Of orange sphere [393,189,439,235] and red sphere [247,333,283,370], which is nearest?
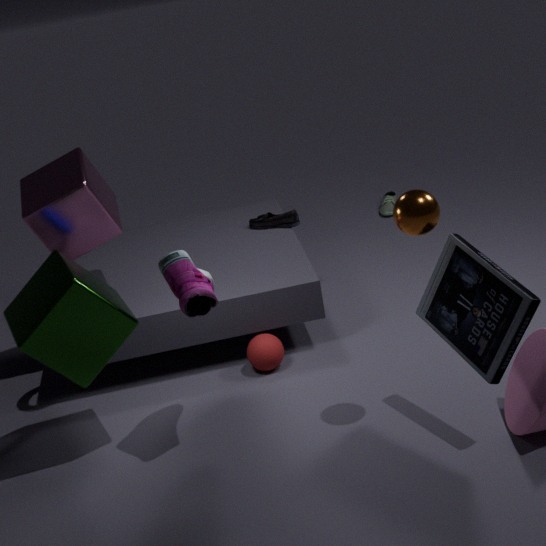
orange sphere [393,189,439,235]
